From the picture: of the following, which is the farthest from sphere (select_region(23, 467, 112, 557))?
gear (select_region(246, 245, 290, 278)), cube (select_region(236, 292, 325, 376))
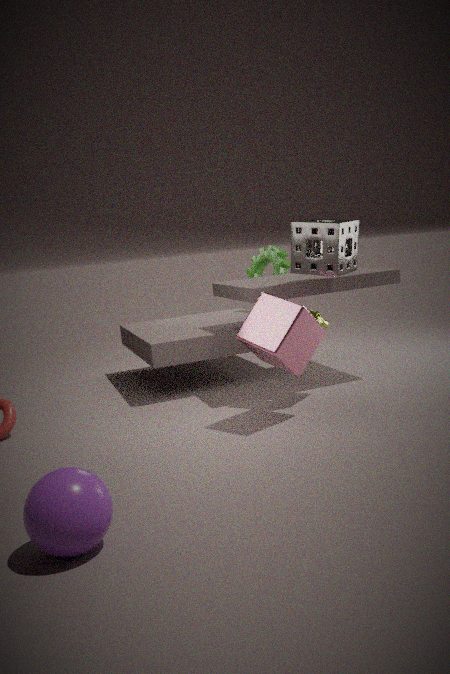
gear (select_region(246, 245, 290, 278))
